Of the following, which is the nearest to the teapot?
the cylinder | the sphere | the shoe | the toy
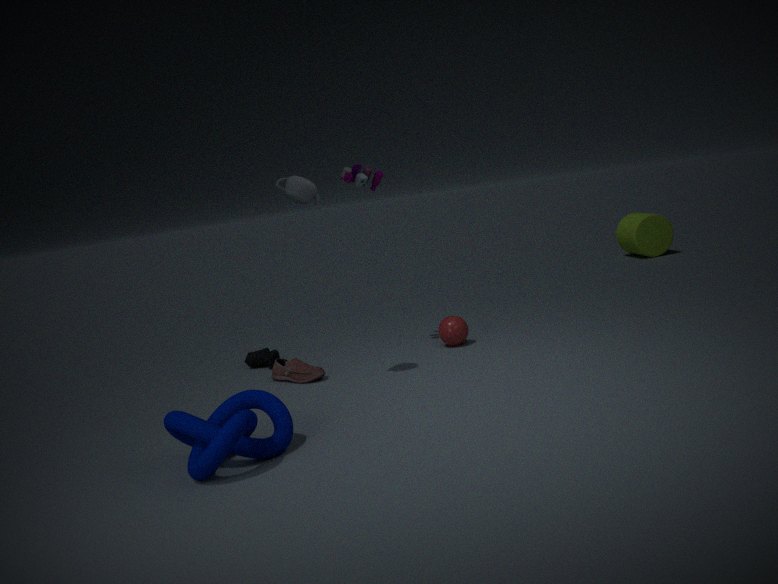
the toy
